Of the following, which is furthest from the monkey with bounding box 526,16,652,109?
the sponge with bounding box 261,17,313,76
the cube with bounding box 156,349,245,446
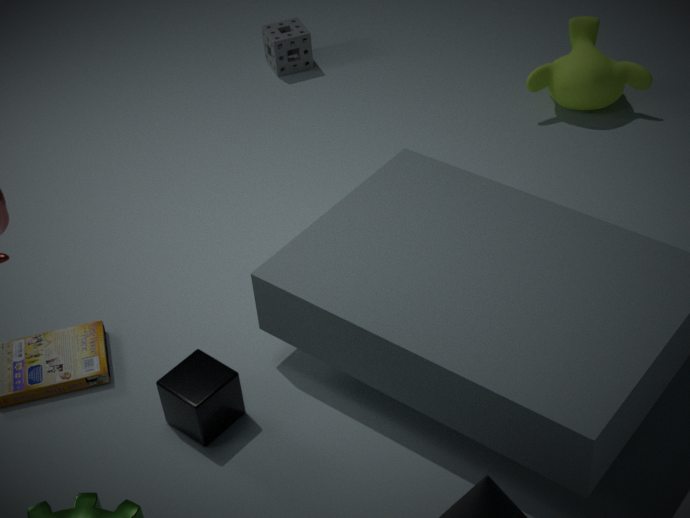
the cube with bounding box 156,349,245,446
